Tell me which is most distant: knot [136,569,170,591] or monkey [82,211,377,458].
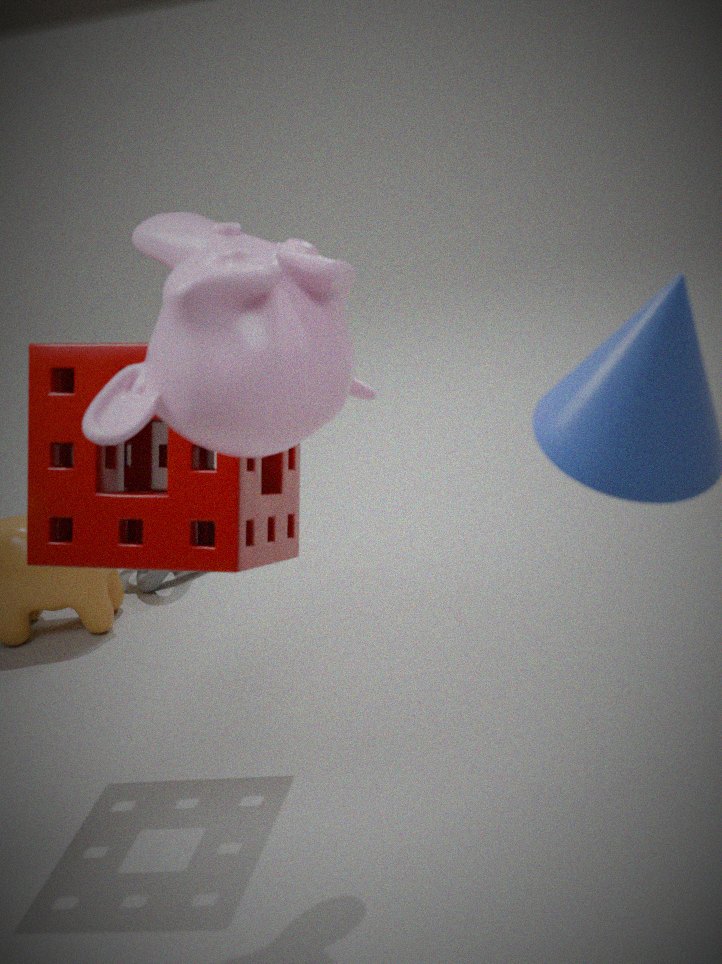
knot [136,569,170,591]
